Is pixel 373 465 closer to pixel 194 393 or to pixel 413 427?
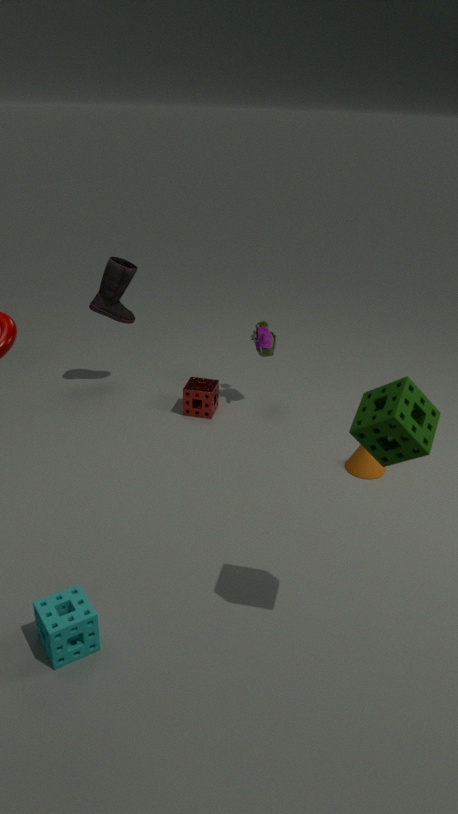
pixel 194 393
